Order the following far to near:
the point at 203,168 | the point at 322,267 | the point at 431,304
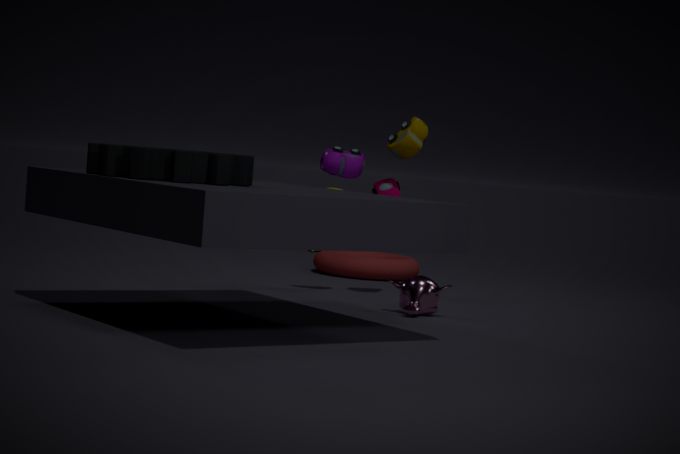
the point at 322,267, the point at 431,304, the point at 203,168
